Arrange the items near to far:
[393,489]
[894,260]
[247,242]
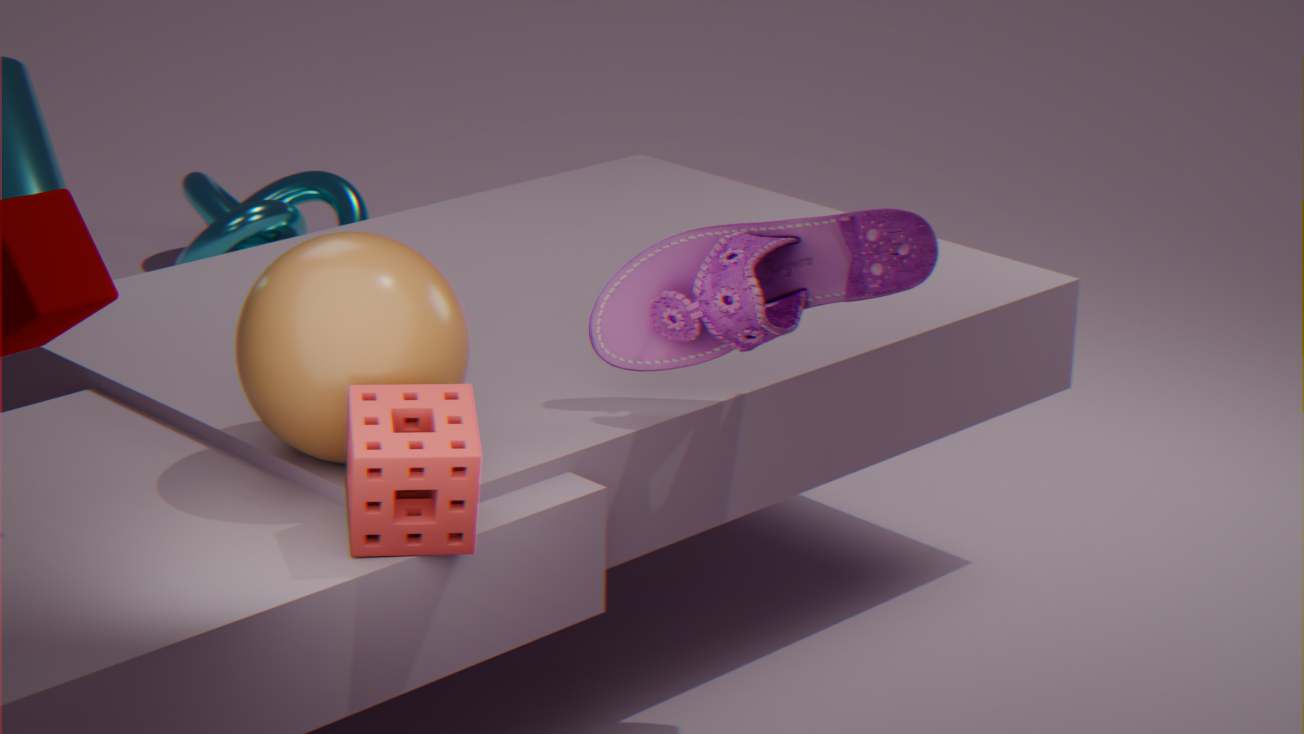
[393,489], [894,260], [247,242]
